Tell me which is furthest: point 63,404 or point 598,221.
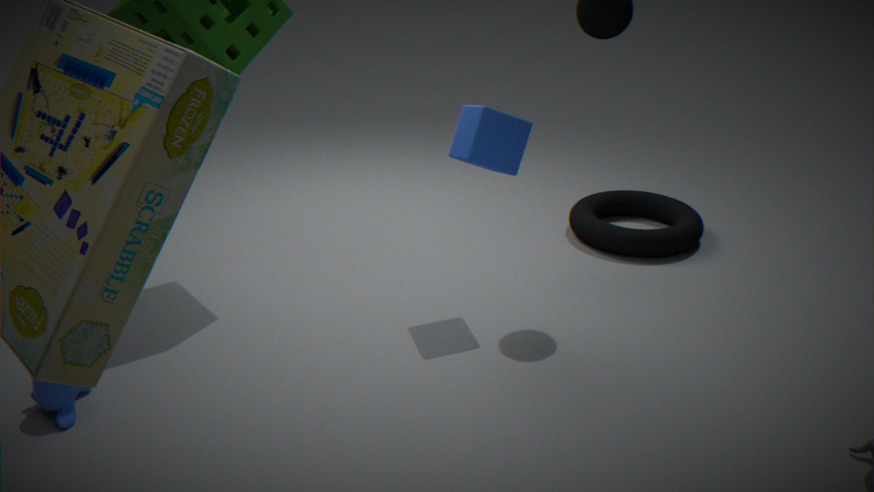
point 598,221
